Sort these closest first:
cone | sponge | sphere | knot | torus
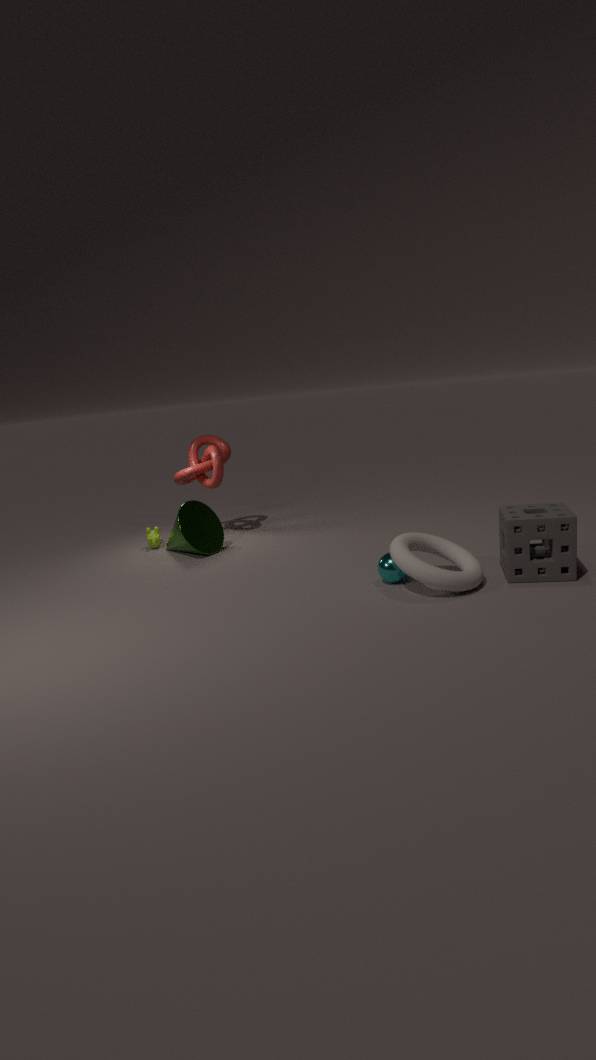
torus, sponge, sphere, cone, knot
